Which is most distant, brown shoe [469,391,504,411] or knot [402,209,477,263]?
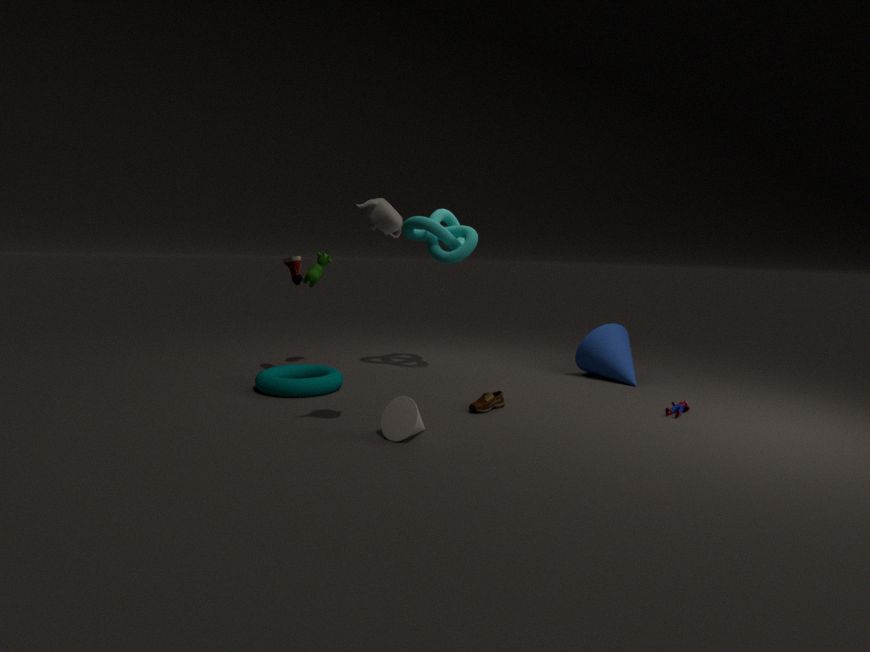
knot [402,209,477,263]
